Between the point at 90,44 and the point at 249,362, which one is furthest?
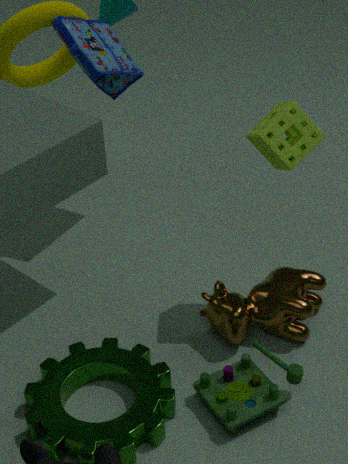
the point at 90,44
